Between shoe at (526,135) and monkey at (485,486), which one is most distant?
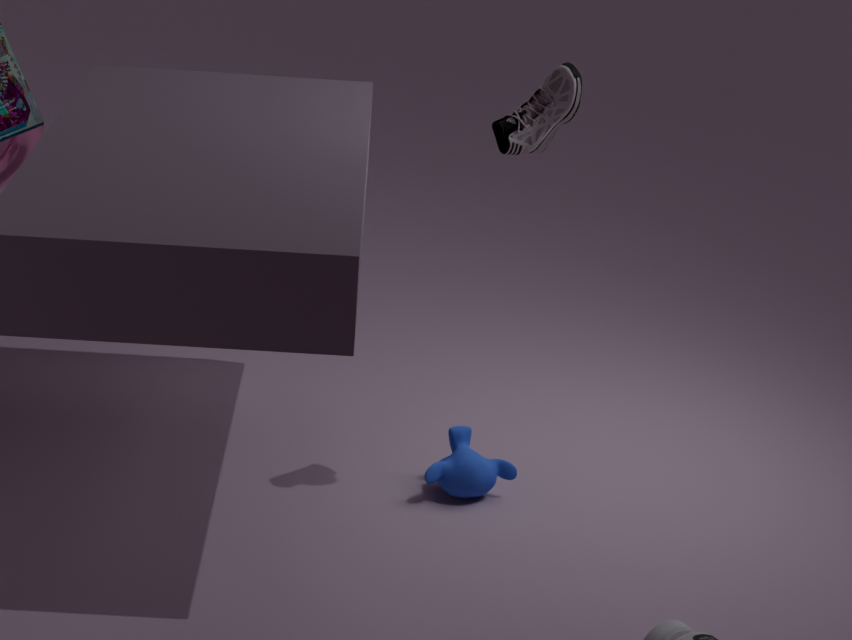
monkey at (485,486)
